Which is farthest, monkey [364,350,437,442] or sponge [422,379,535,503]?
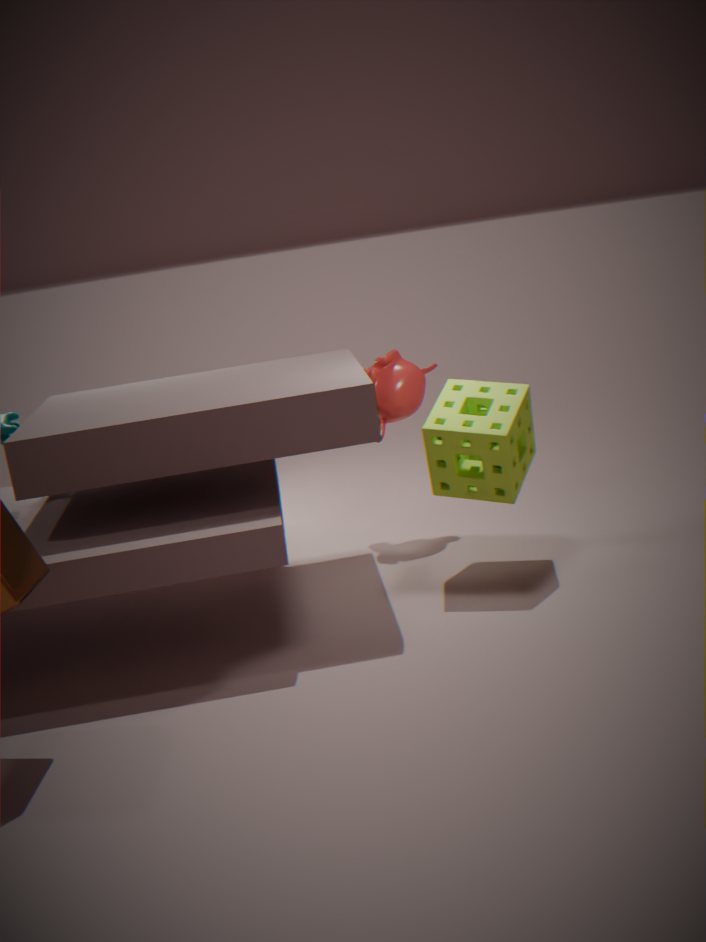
monkey [364,350,437,442]
